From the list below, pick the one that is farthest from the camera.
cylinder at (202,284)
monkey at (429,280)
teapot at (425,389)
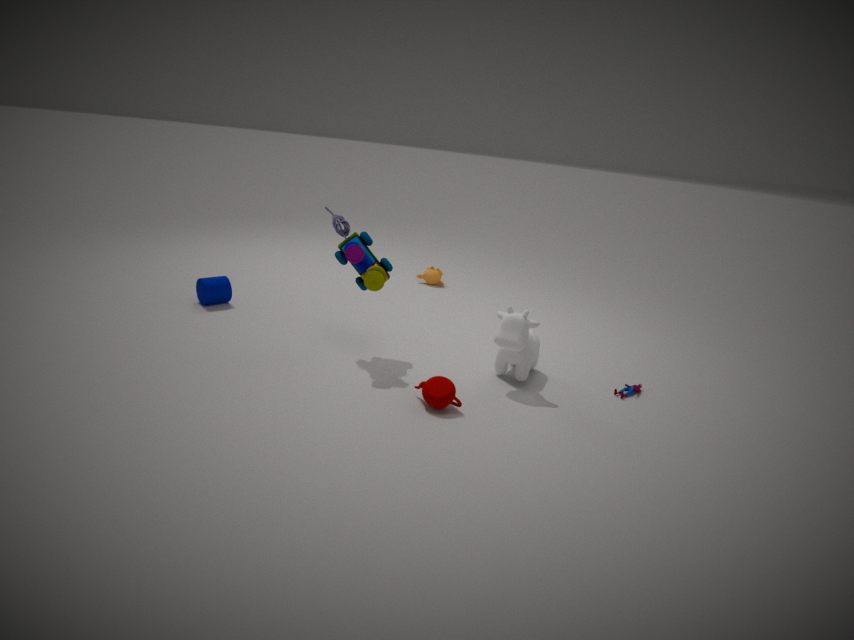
monkey at (429,280)
